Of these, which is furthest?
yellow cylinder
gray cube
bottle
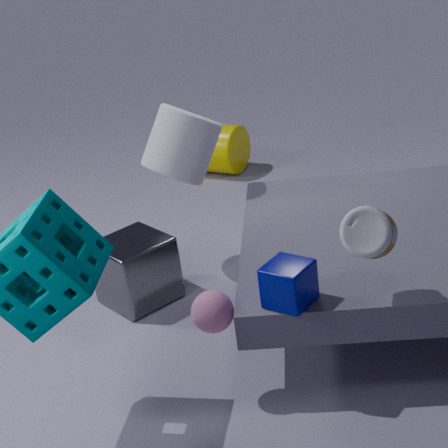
yellow cylinder
